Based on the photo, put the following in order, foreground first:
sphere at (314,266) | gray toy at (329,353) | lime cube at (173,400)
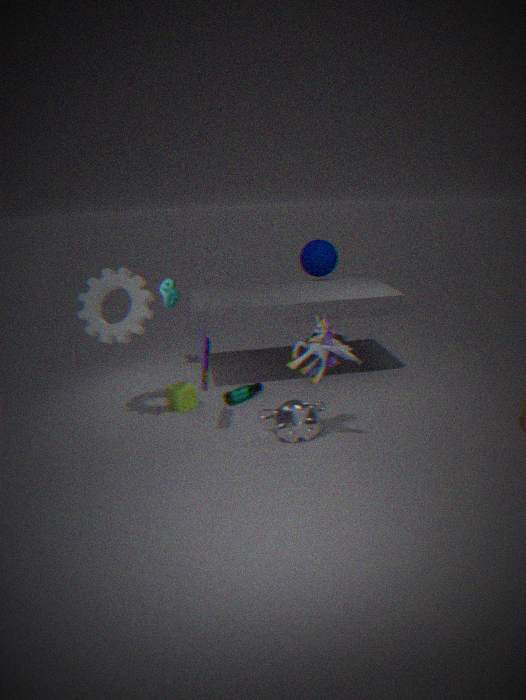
gray toy at (329,353) → lime cube at (173,400) → sphere at (314,266)
